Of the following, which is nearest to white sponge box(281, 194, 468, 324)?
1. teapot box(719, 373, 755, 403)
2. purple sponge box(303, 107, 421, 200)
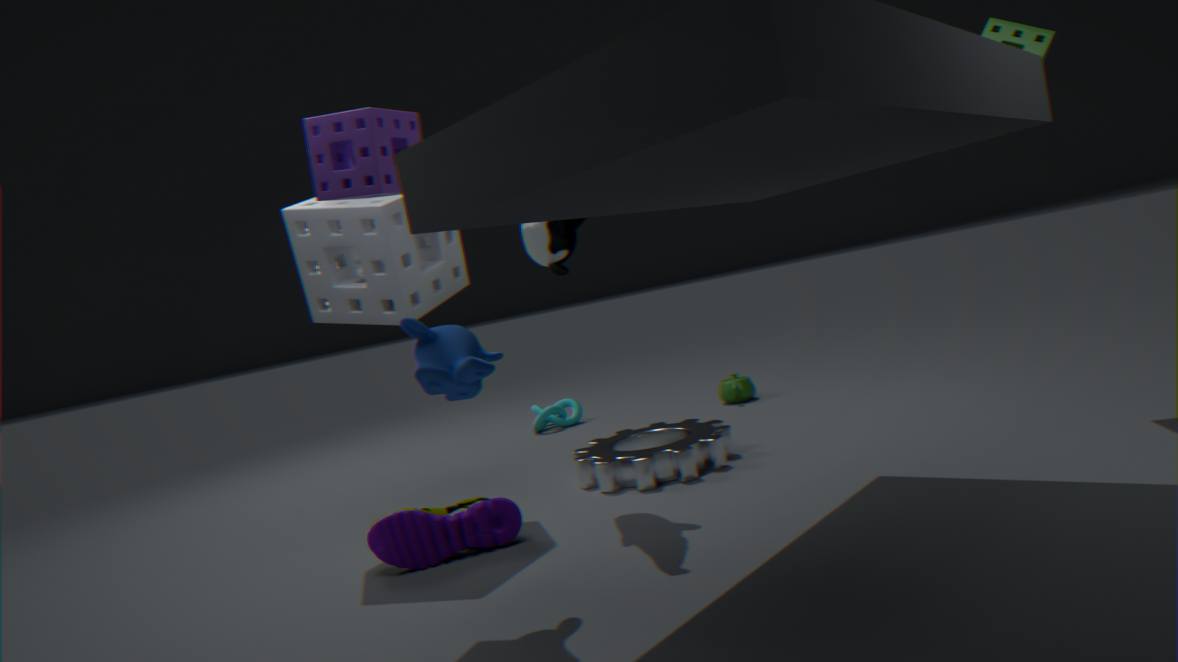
purple sponge box(303, 107, 421, 200)
